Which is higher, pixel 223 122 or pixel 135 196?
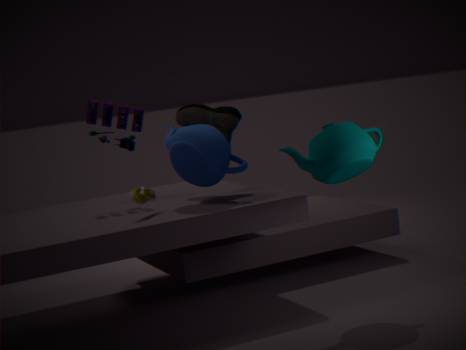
pixel 223 122
